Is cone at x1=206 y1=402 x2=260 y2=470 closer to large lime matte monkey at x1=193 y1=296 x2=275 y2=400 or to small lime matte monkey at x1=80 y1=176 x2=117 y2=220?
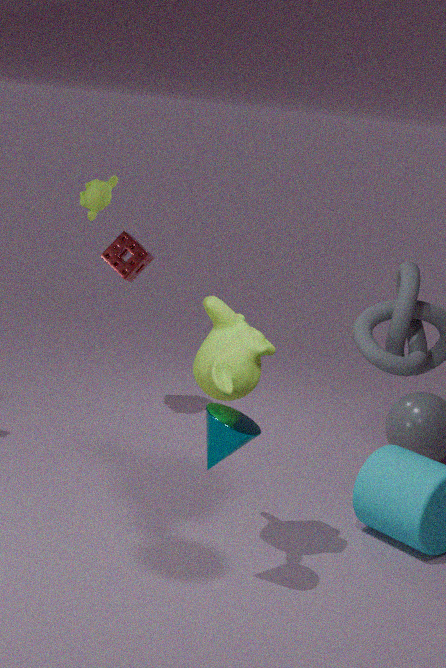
large lime matte monkey at x1=193 y1=296 x2=275 y2=400
